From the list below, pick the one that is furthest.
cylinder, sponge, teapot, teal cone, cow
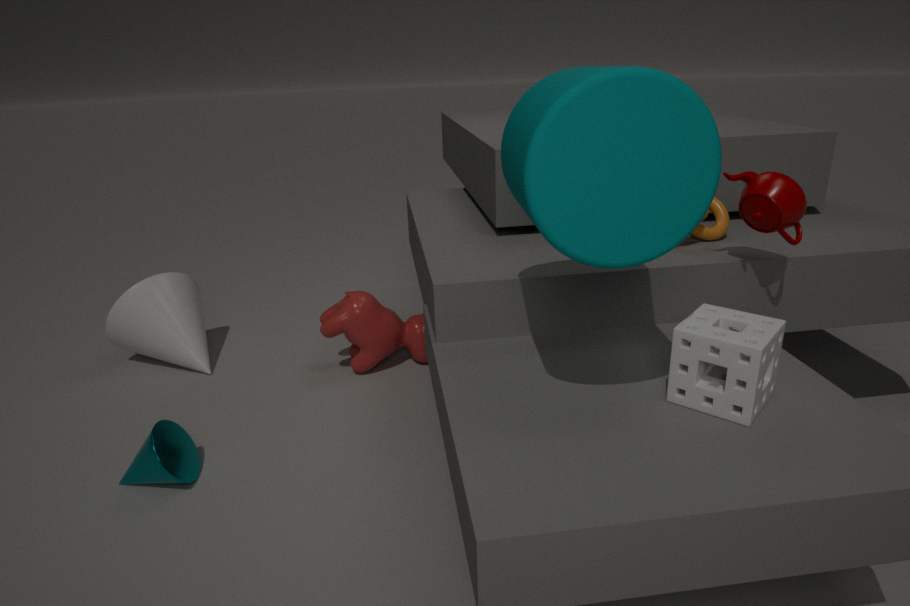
cow
